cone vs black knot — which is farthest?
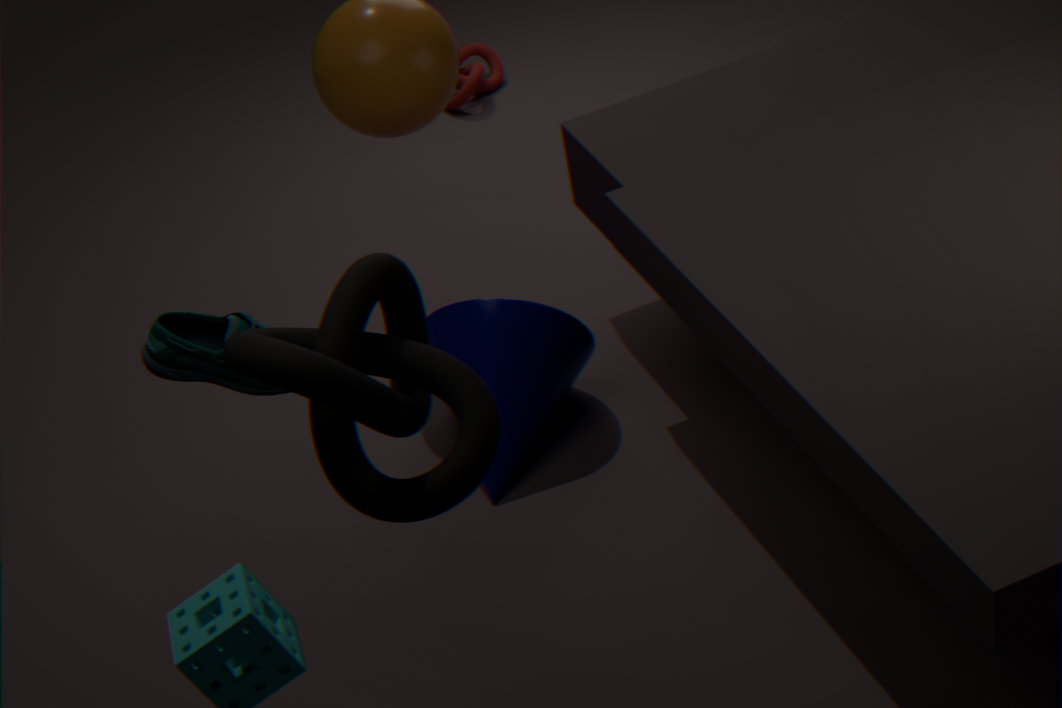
cone
